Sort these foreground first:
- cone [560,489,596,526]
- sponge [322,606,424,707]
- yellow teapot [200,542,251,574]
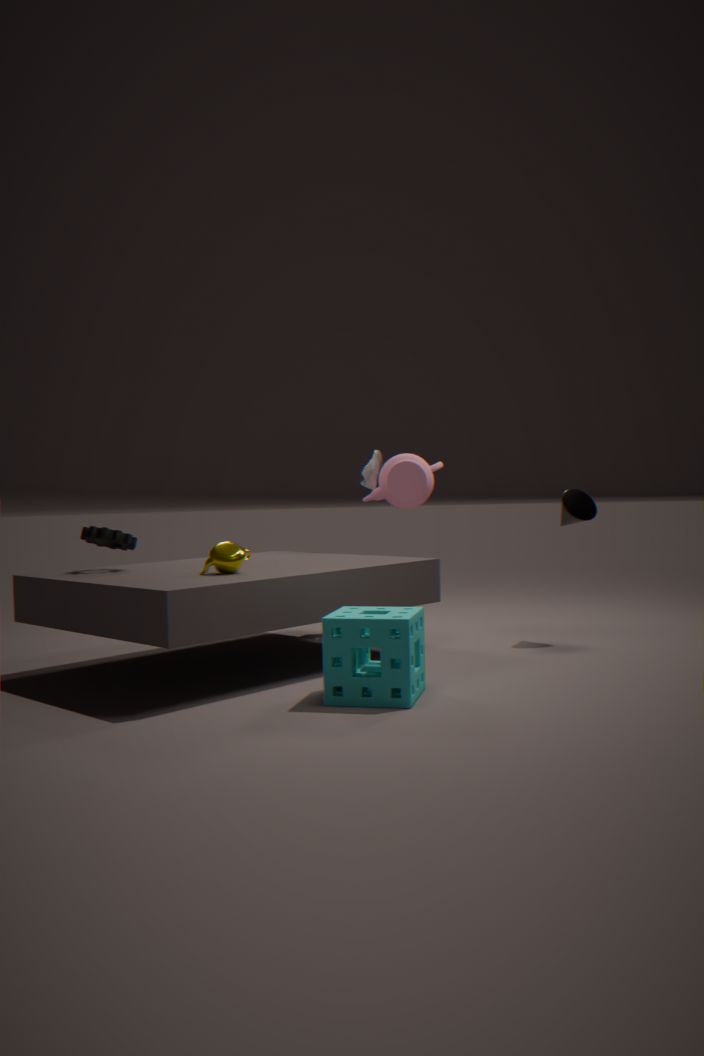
sponge [322,606,424,707] → yellow teapot [200,542,251,574] → cone [560,489,596,526]
